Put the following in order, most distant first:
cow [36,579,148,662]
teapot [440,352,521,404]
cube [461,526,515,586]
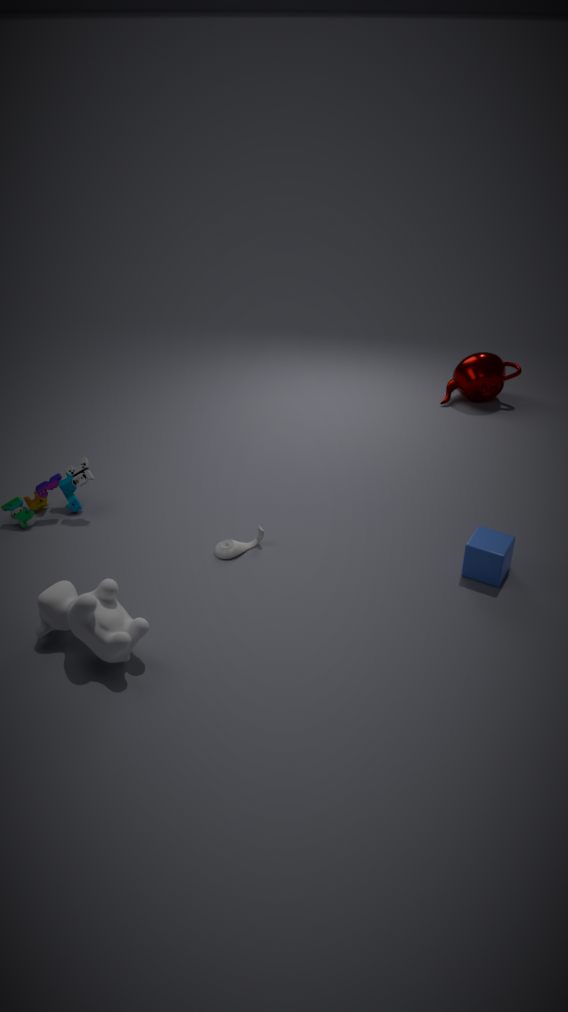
teapot [440,352,521,404], cube [461,526,515,586], cow [36,579,148,662]
